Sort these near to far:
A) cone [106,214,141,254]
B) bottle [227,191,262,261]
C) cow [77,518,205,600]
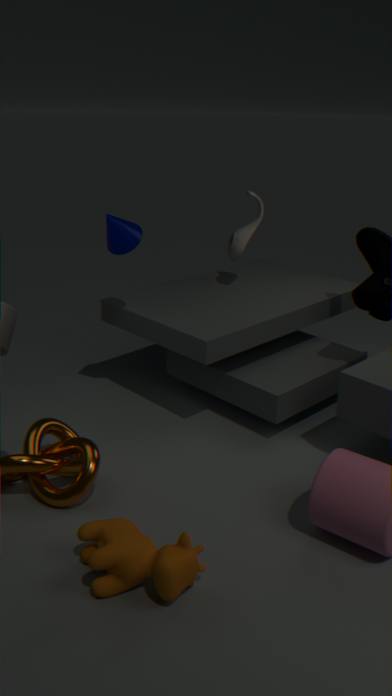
1. cow [77,518,205,600]
2. cone [106,214,141,254]
3. bottle [227,191,262,261]
